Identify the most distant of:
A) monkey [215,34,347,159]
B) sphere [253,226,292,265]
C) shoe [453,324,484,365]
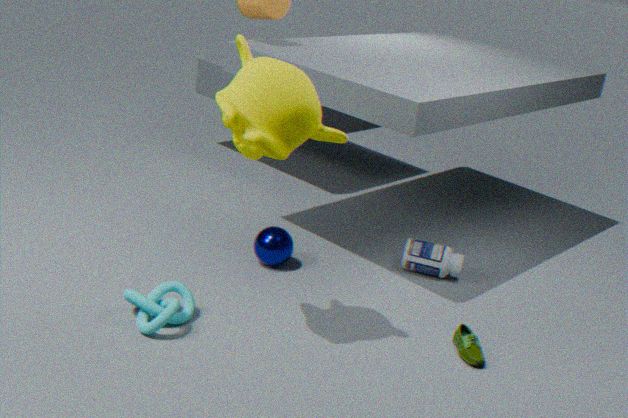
sphere [253,226,292,265]
